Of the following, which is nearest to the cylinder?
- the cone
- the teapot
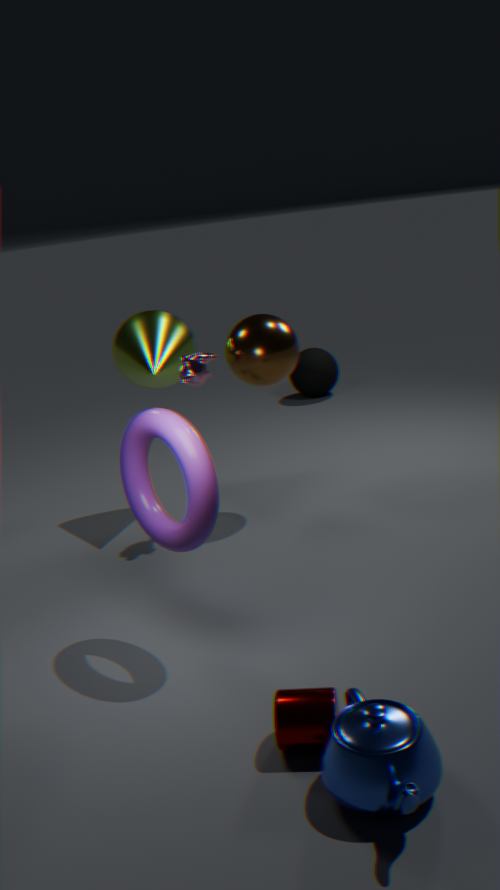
the teapot
